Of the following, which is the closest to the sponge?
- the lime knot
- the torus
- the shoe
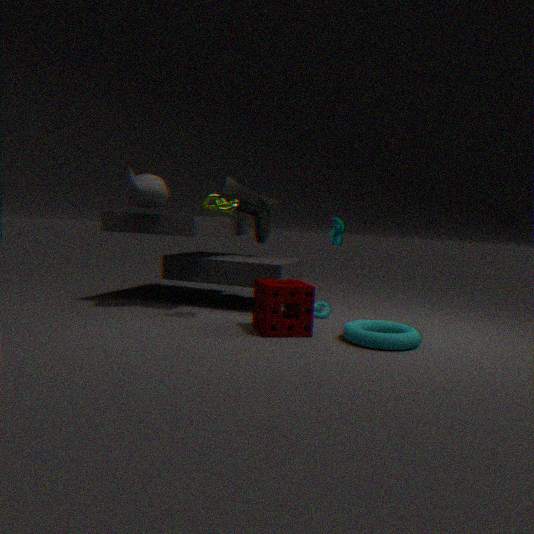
the torus
